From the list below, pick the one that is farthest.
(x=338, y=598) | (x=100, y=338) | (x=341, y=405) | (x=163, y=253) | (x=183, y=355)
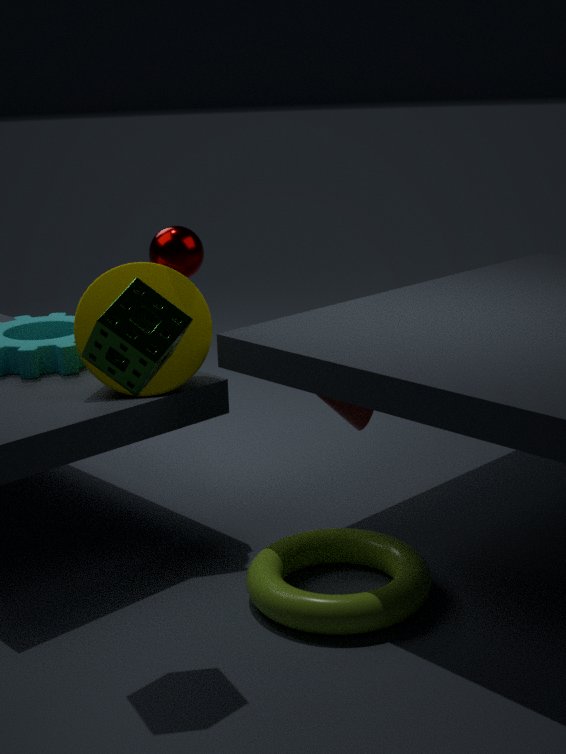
(x=163, y=253)
